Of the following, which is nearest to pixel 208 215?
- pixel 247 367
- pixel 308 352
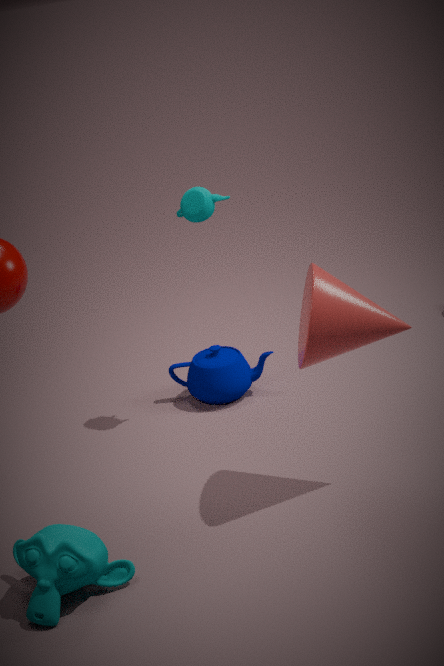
pixel 247 367
